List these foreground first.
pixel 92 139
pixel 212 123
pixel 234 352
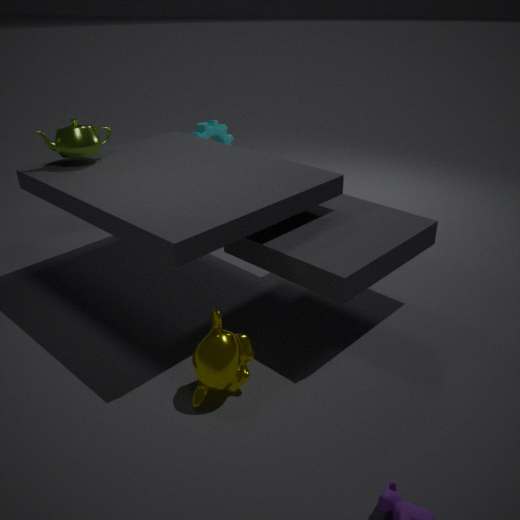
pixel 234 352, pixel 92 139, pixel 212 123
